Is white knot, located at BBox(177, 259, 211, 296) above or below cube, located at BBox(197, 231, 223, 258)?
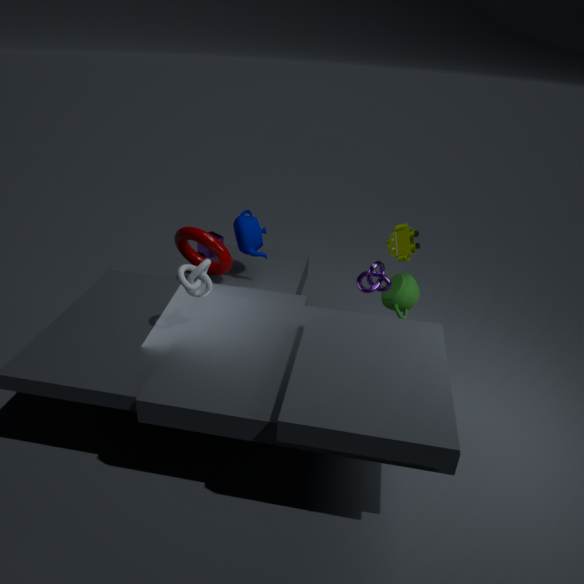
above
